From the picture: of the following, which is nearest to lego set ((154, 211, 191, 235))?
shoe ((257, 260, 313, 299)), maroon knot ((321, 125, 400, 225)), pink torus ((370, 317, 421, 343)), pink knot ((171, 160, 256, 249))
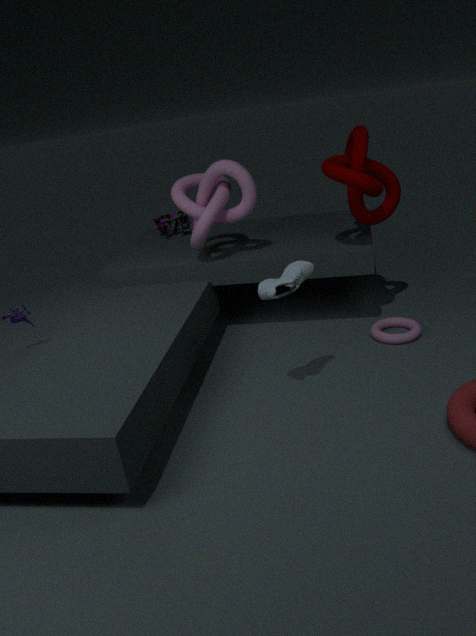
pink knot ((171, 160, 256, 249))
